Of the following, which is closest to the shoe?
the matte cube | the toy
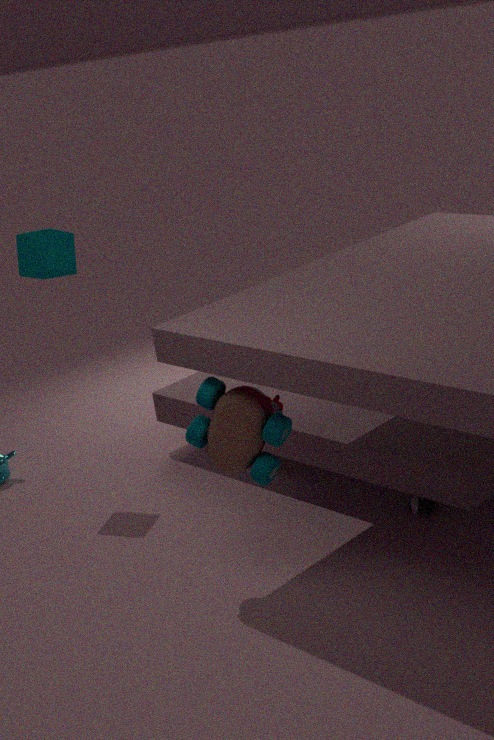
the toy
